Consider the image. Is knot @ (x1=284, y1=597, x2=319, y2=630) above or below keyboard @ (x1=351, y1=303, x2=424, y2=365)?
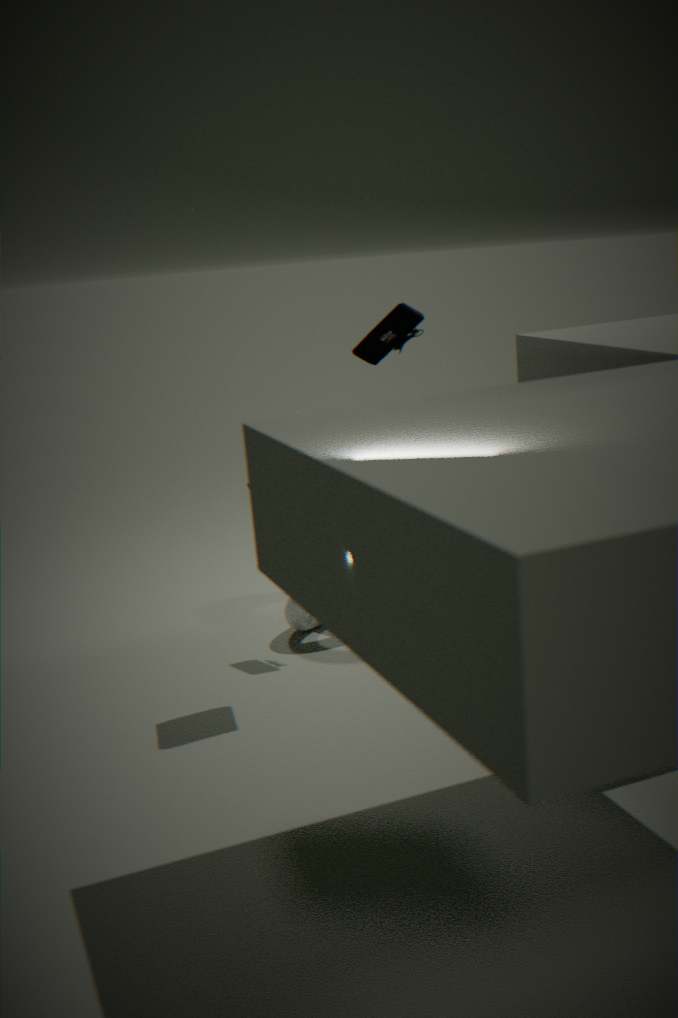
below
